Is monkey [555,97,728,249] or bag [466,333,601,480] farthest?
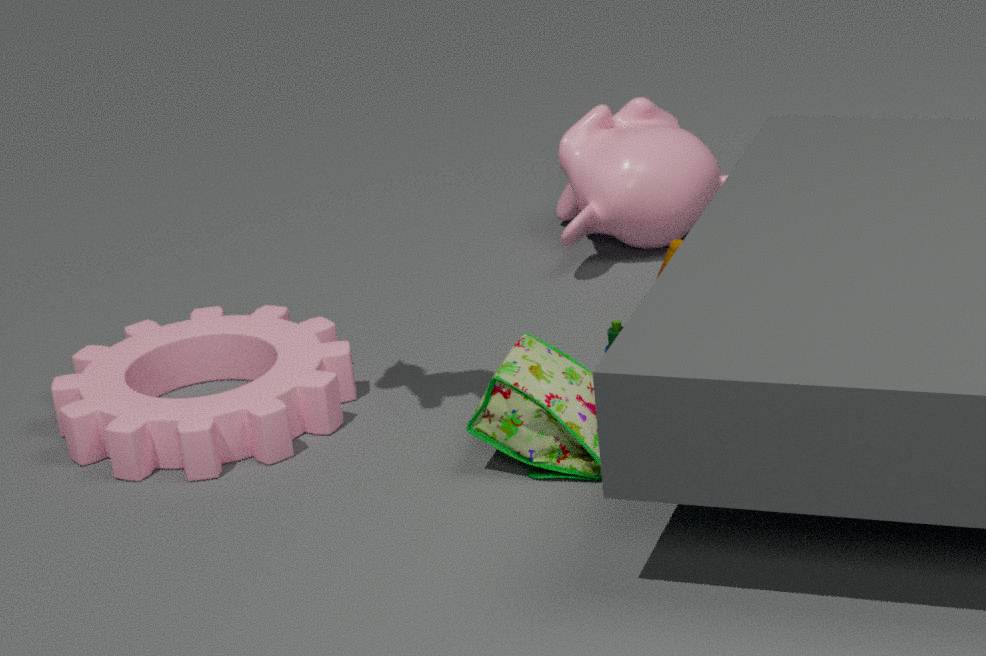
monkey [555,97,728,249]
